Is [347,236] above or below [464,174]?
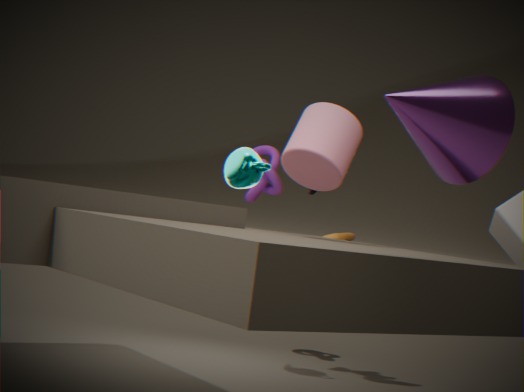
below
